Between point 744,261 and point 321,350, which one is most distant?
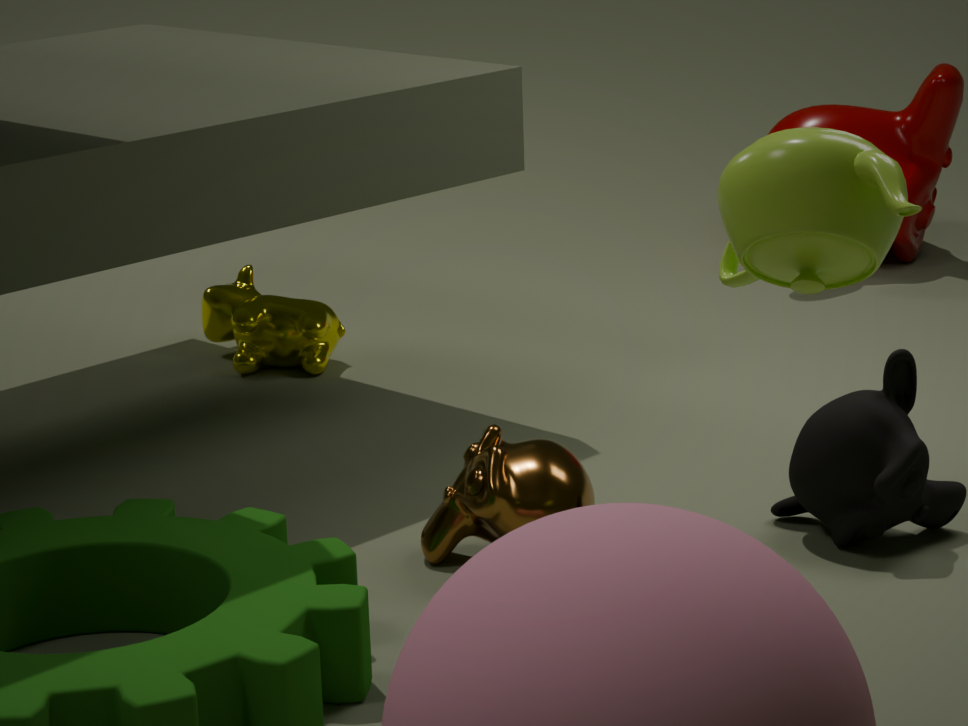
point 321,350
